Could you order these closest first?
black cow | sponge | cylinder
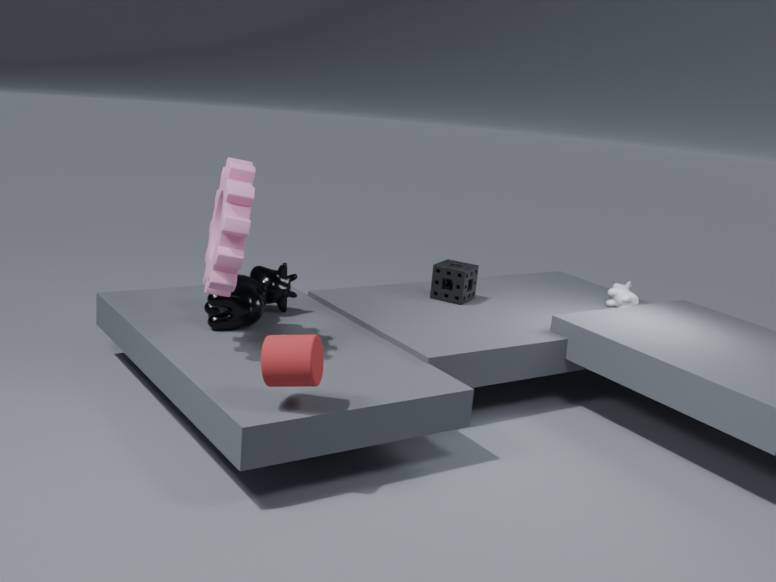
cylinder, black cow, sponge
